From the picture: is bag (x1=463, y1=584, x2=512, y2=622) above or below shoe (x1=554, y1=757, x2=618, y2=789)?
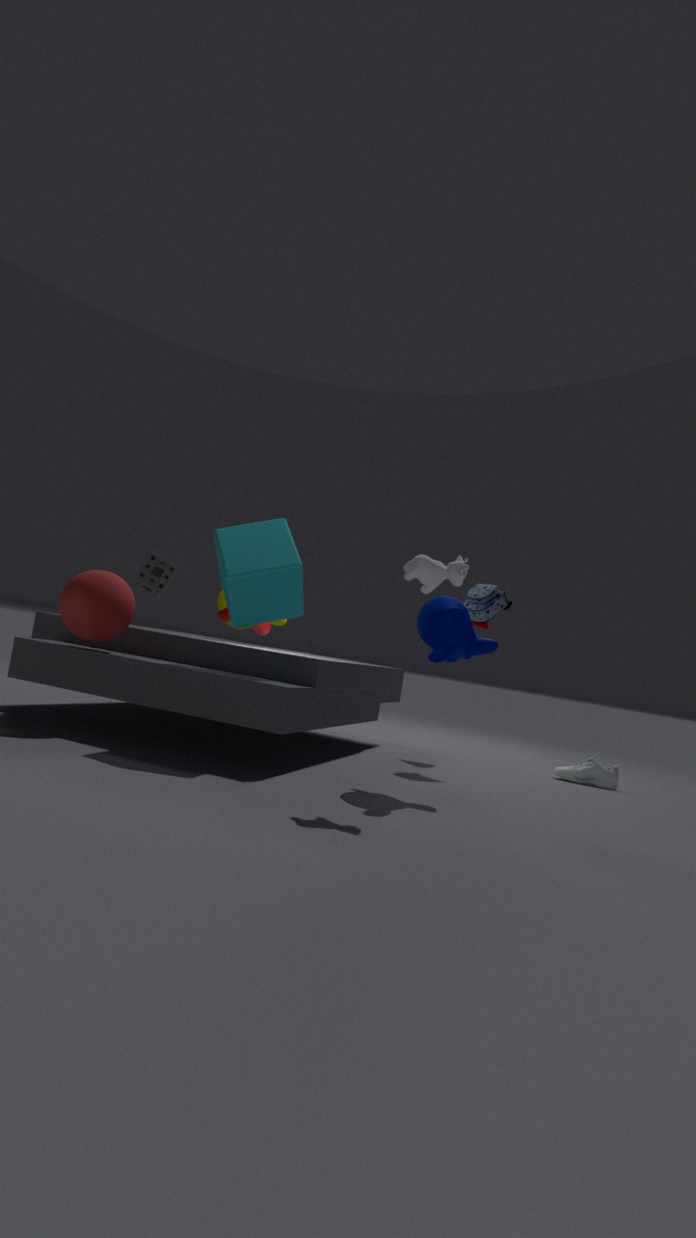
above
